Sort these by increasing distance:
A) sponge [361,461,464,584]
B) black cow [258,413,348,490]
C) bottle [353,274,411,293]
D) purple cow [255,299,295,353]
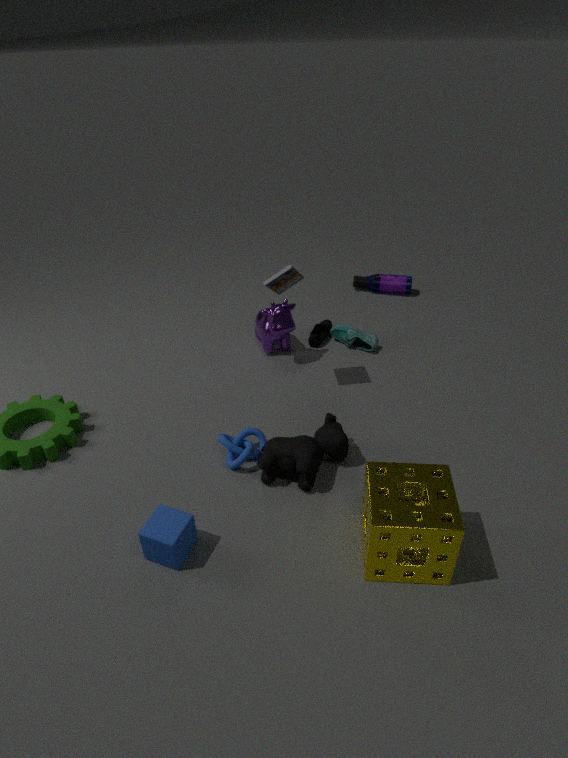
A. sponge [361,461,464,584], B. black cow [258,413,348,490], D. purple cow [255,299,295,353], C. bottle [353,274,411,293]
